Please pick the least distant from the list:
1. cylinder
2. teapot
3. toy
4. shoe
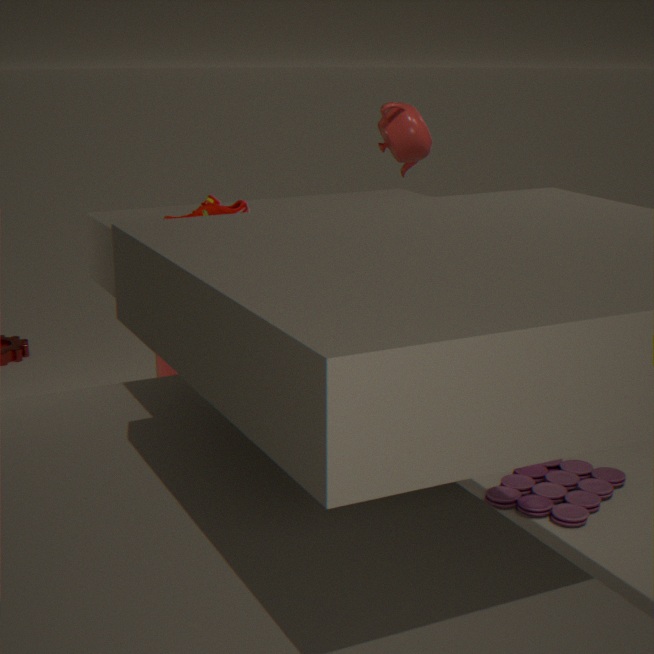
shoe
